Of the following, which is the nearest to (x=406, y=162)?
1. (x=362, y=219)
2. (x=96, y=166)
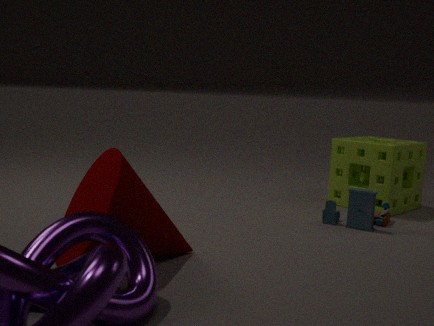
(x=362, y=219)
